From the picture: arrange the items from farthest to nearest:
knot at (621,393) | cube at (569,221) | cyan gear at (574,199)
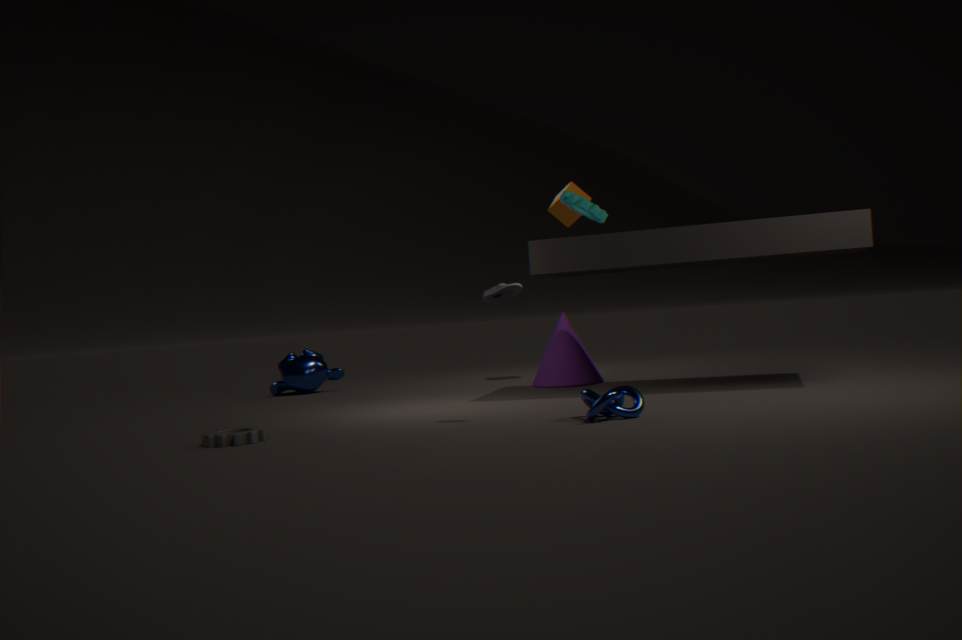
cube at (569,221) < cyan gear at (574,199) < knot at (621,393)
